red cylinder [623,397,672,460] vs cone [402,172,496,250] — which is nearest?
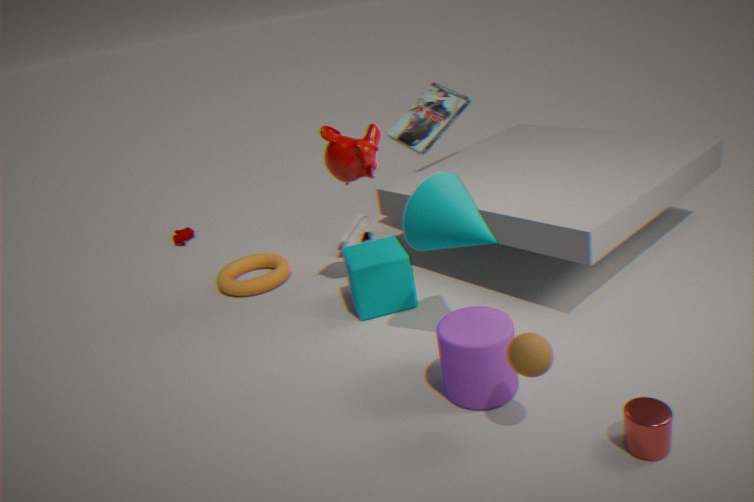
red cylinder [623,397,672,460]
